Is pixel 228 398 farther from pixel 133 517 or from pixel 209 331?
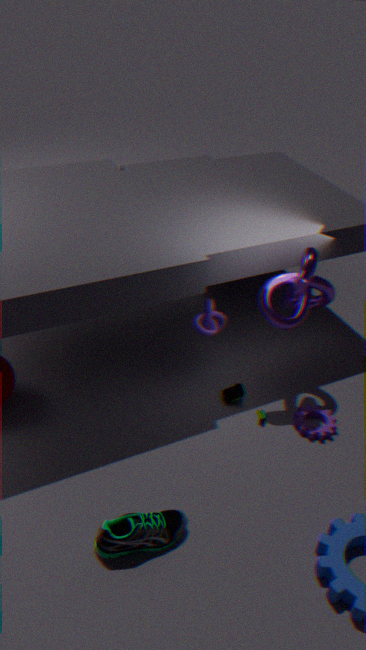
pixel 133 517
